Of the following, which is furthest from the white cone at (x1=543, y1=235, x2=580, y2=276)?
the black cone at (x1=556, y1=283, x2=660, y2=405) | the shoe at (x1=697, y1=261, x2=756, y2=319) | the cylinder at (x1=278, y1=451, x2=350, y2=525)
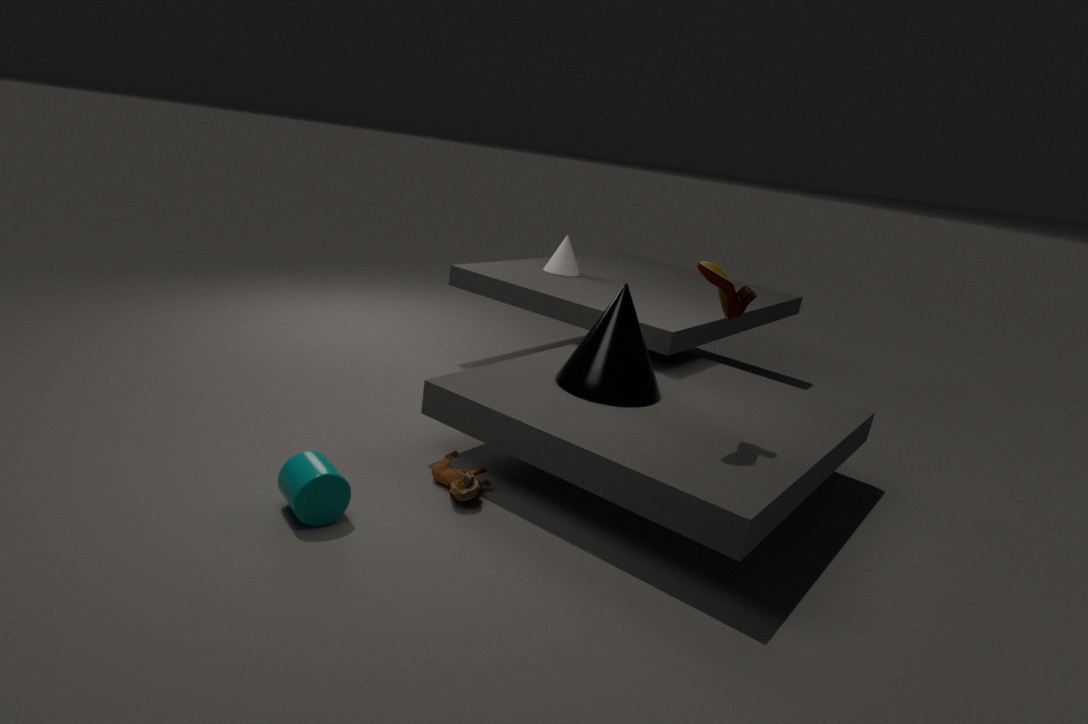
the cylinder at (x1=278, y1=451, x2=350, y2=525)
